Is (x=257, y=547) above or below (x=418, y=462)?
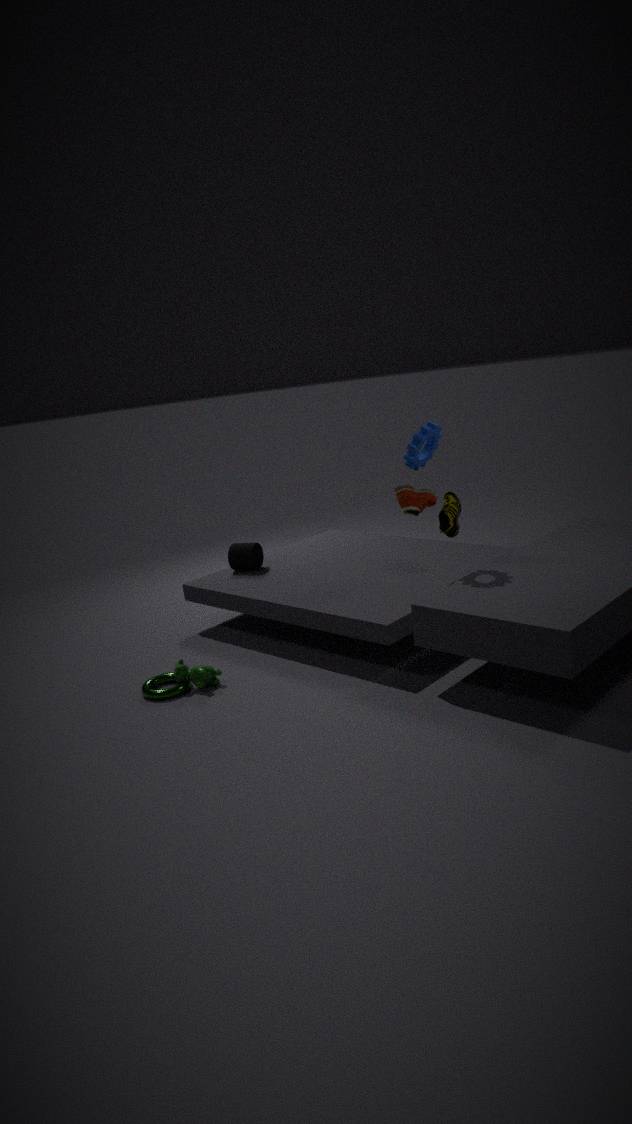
below
